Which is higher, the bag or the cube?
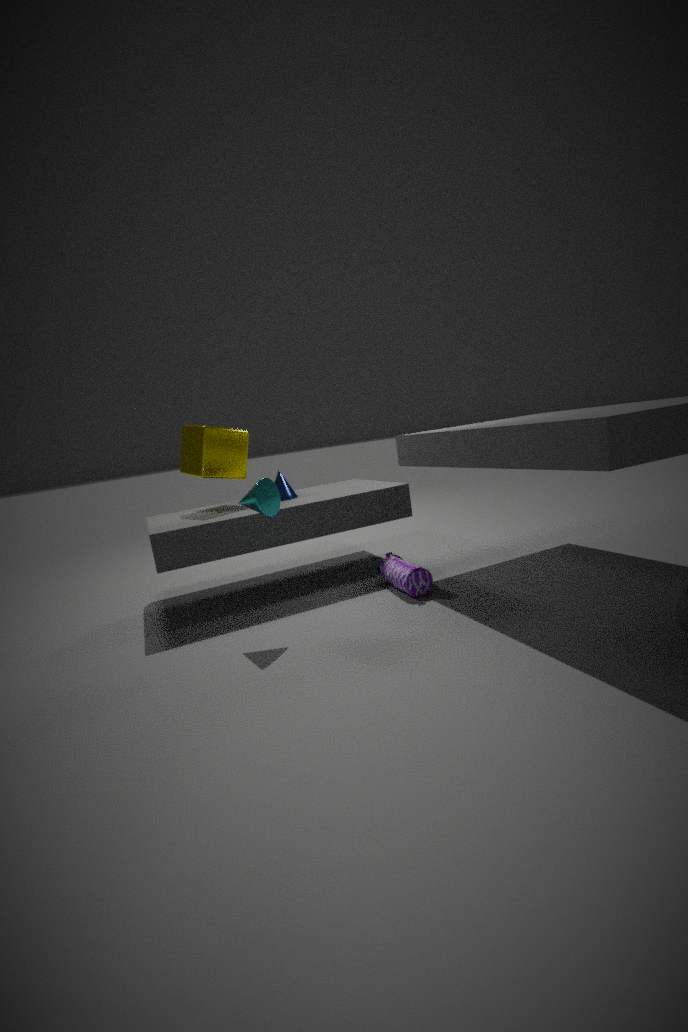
the cube
